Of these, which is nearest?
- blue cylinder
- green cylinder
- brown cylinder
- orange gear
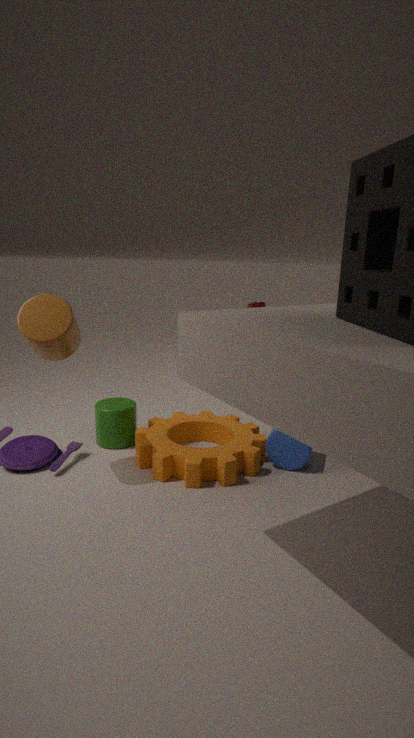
brown cylinder
